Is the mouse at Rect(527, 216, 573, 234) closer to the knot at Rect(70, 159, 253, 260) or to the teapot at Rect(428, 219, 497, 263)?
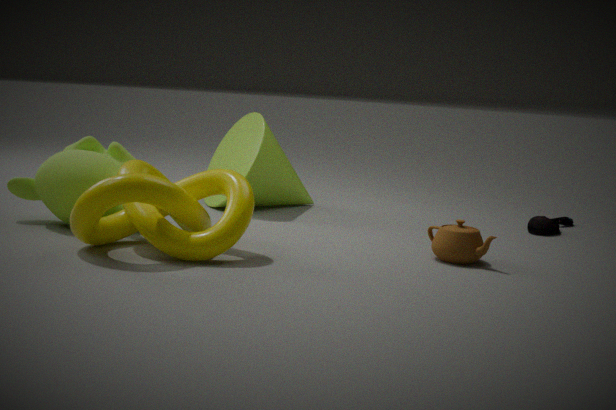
the teapot at Rect(428, 219, 497, 263)
